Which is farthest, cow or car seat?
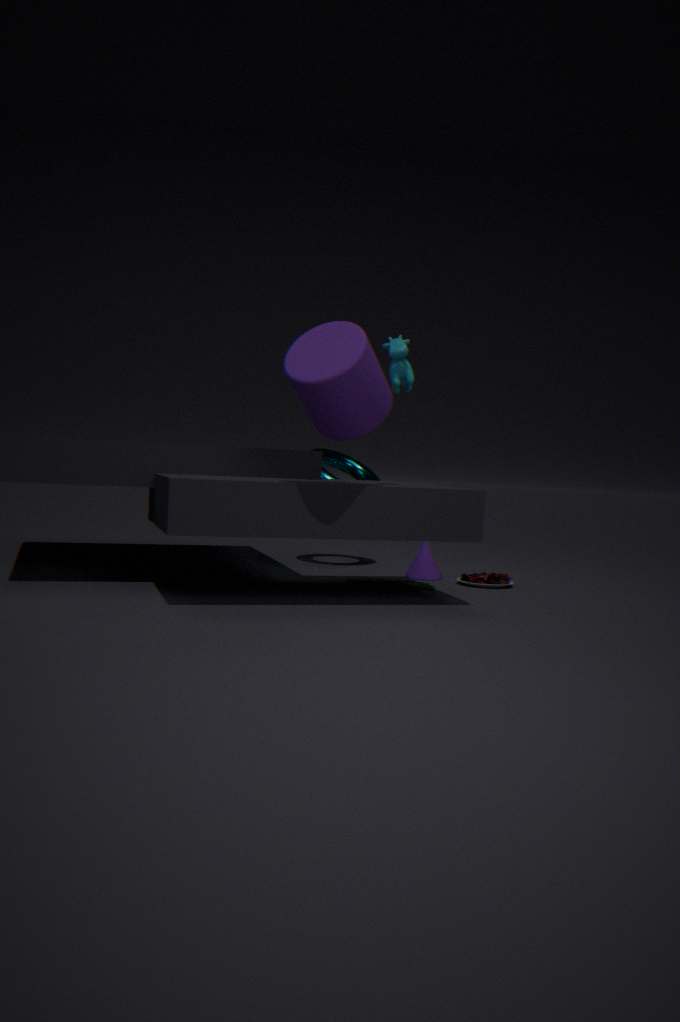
car seat
